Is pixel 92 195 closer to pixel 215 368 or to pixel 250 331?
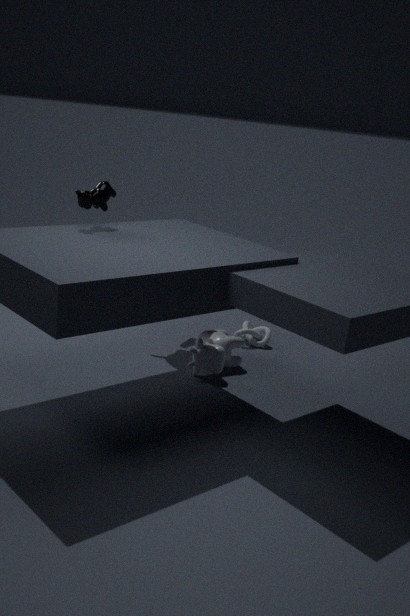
pixel 215 368
